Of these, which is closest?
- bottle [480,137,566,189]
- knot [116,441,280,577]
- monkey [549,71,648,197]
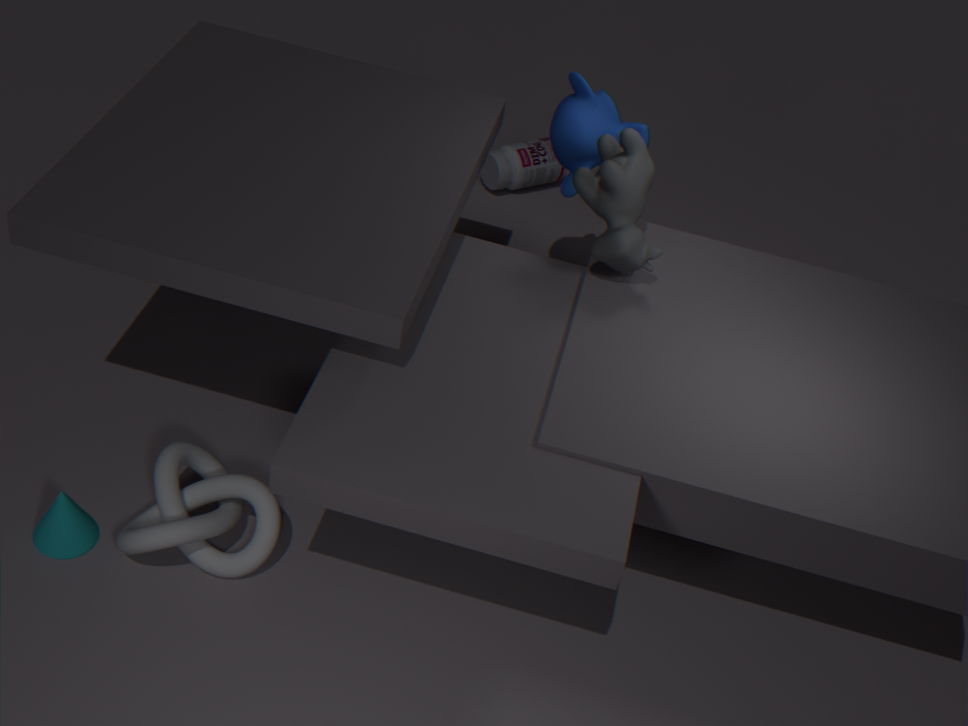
knot [116,441,280,577]
